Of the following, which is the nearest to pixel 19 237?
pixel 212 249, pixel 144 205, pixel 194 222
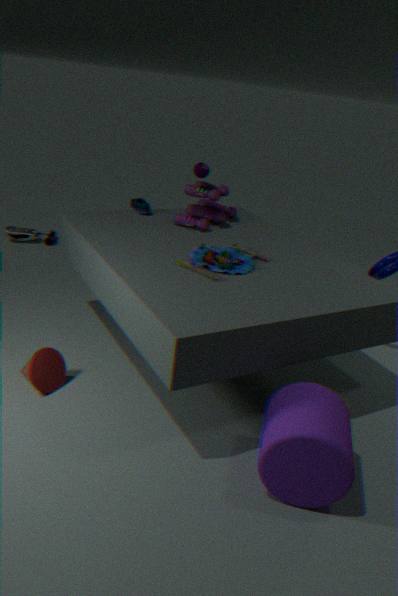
pixel 144 205
